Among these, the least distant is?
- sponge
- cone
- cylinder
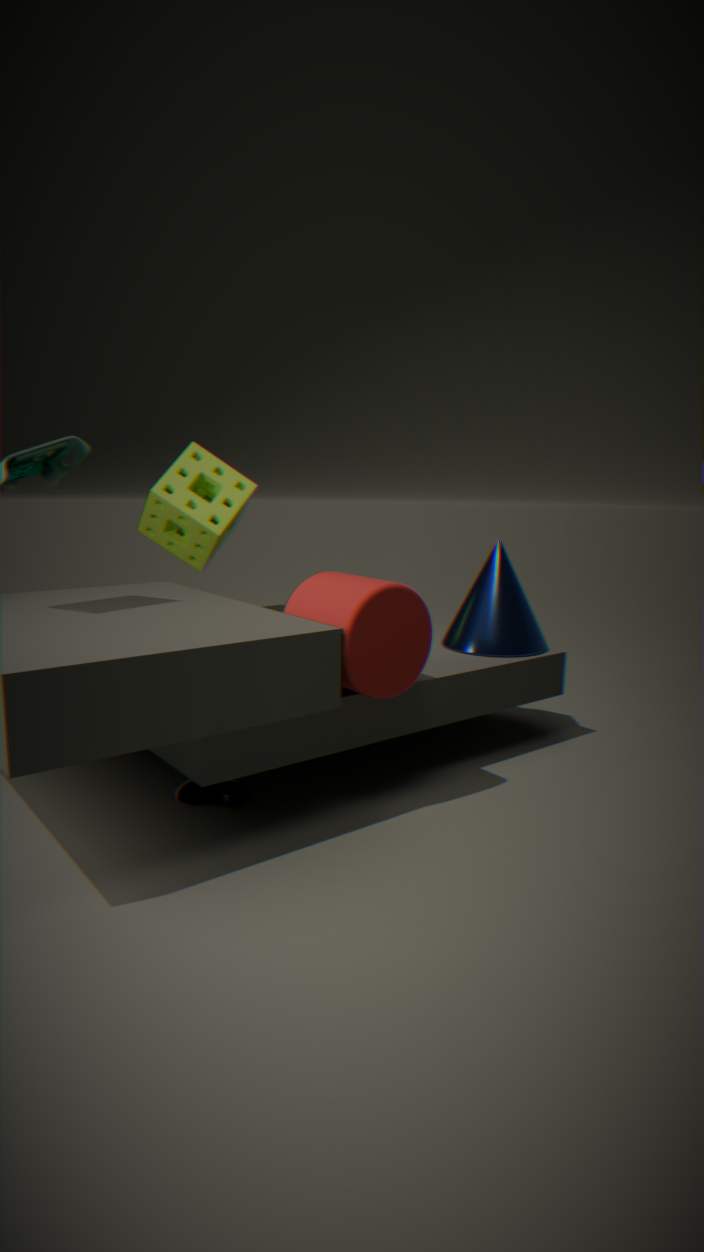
cylinder
